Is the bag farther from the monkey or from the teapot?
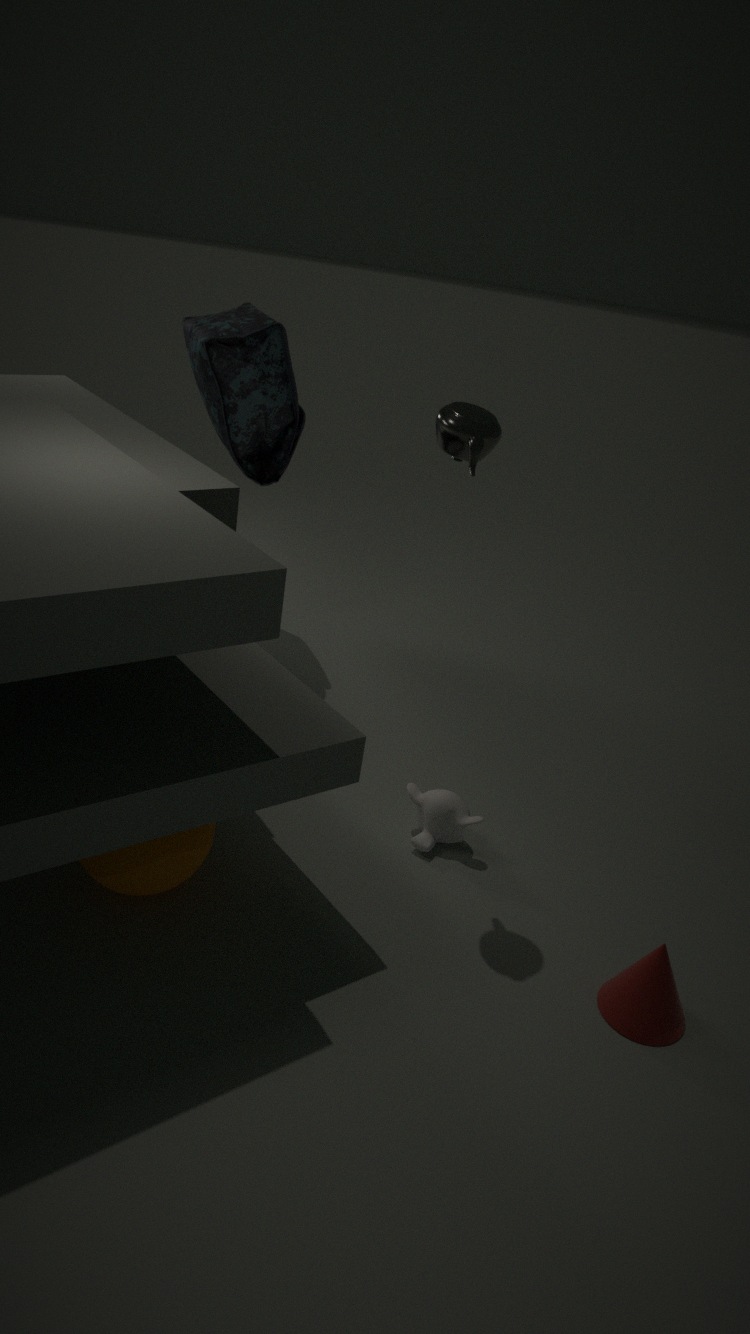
the monkey
